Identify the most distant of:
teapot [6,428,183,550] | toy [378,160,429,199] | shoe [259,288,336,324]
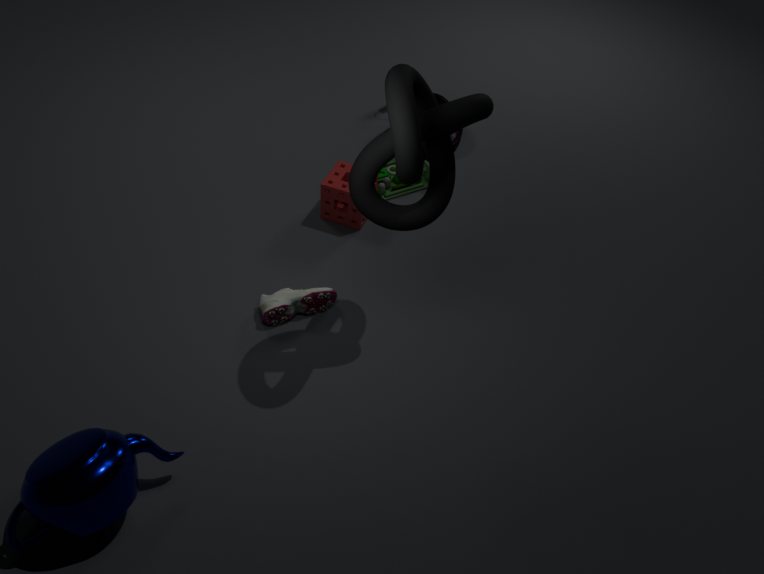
toy [378,160,429,199]
